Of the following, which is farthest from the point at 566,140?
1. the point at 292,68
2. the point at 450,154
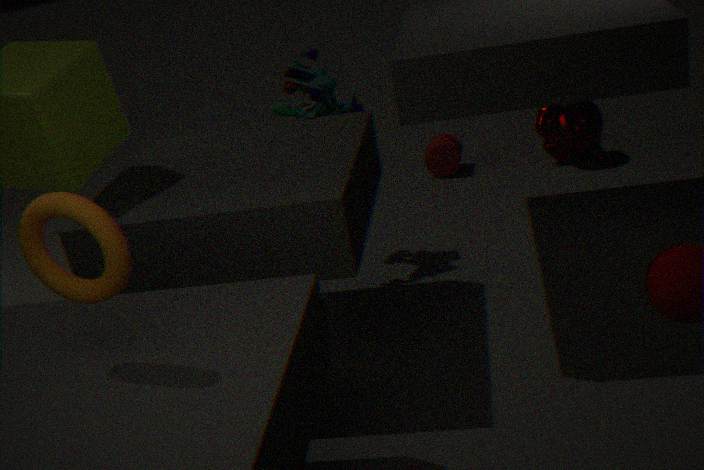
the point at 292,68
